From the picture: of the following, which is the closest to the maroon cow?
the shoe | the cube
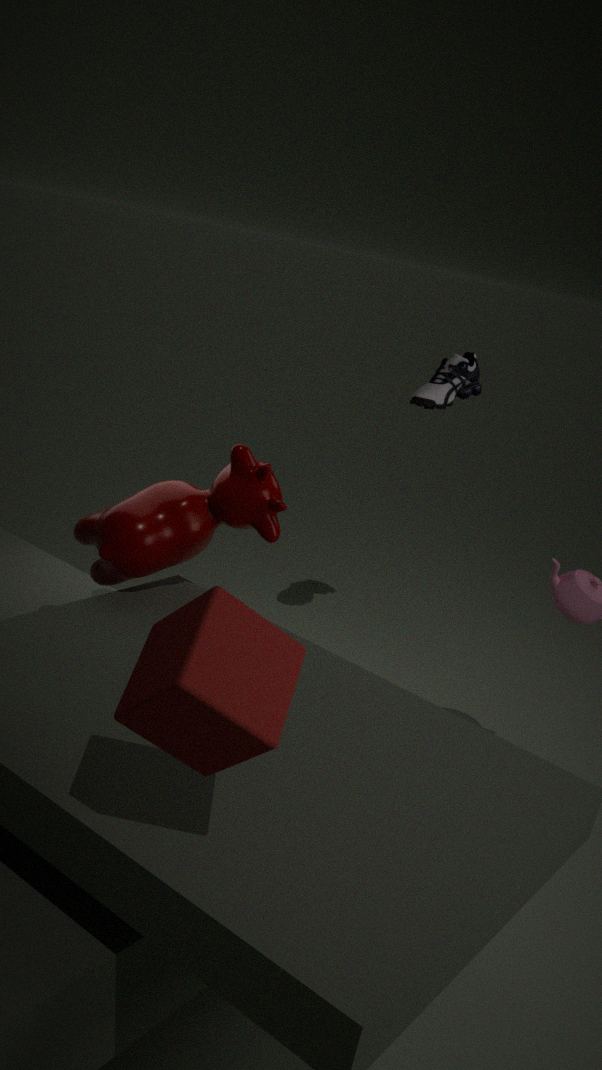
the cube
